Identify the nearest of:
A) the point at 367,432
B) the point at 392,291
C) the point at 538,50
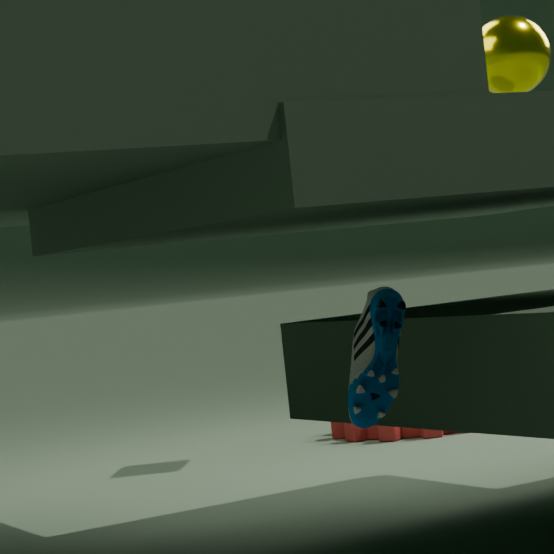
the point at 392,291
